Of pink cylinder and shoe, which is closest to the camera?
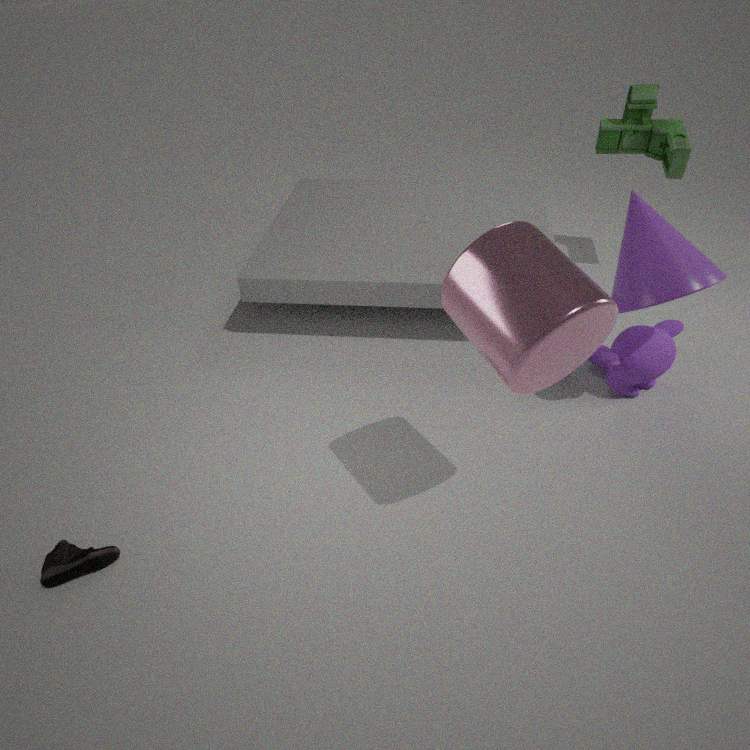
pink cylinder
